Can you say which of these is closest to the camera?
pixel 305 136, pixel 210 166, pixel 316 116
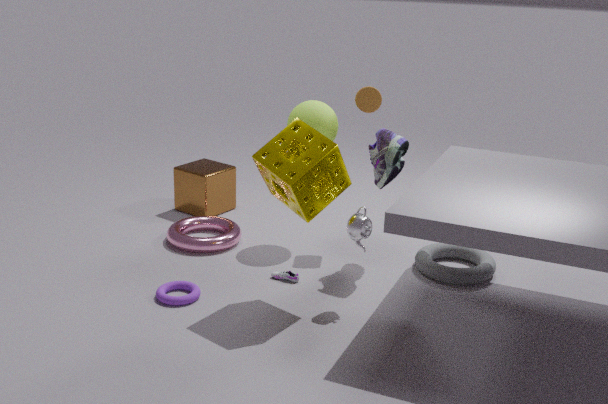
pixel 305 136
